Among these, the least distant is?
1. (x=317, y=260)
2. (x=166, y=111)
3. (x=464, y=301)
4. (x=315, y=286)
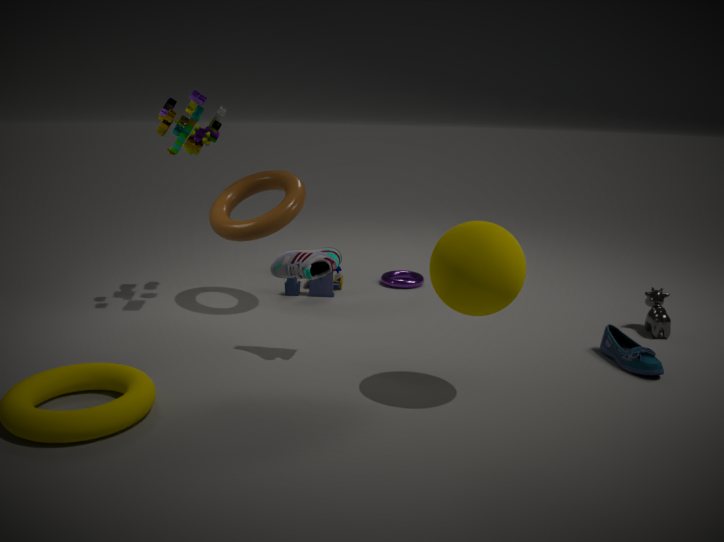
(x=464, y=301)
